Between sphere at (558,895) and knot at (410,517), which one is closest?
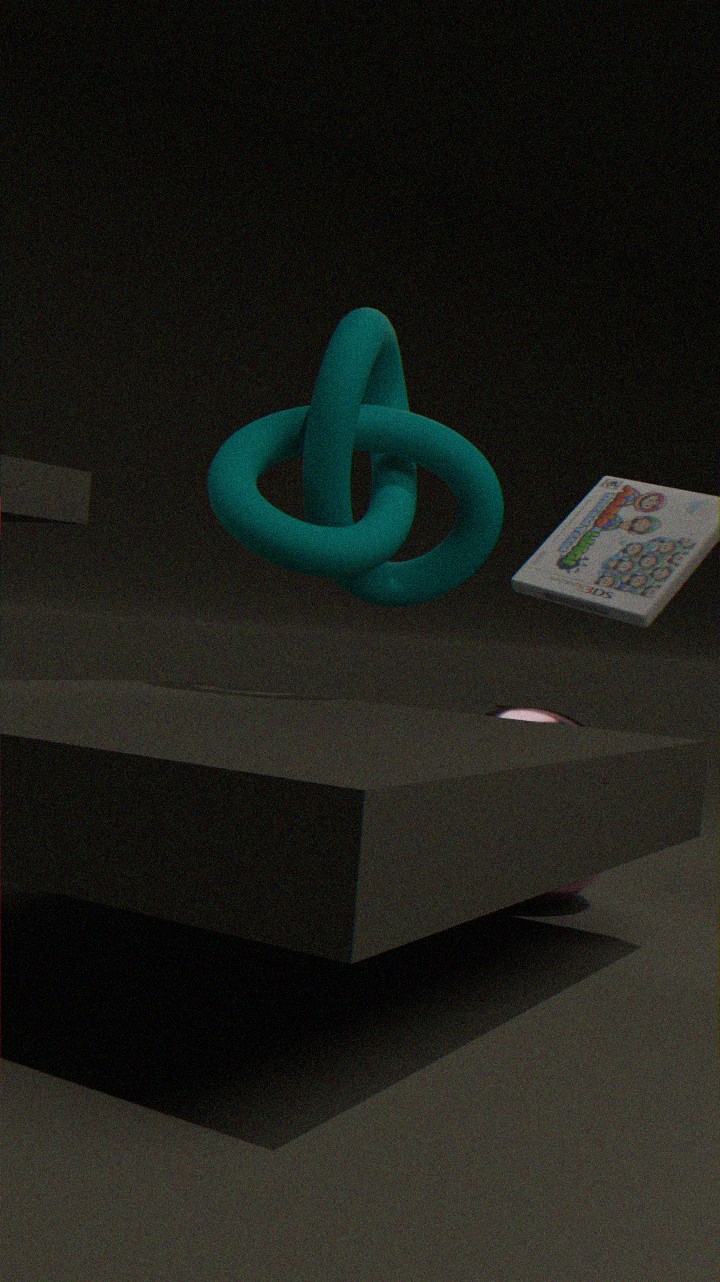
knot at (410,517)
